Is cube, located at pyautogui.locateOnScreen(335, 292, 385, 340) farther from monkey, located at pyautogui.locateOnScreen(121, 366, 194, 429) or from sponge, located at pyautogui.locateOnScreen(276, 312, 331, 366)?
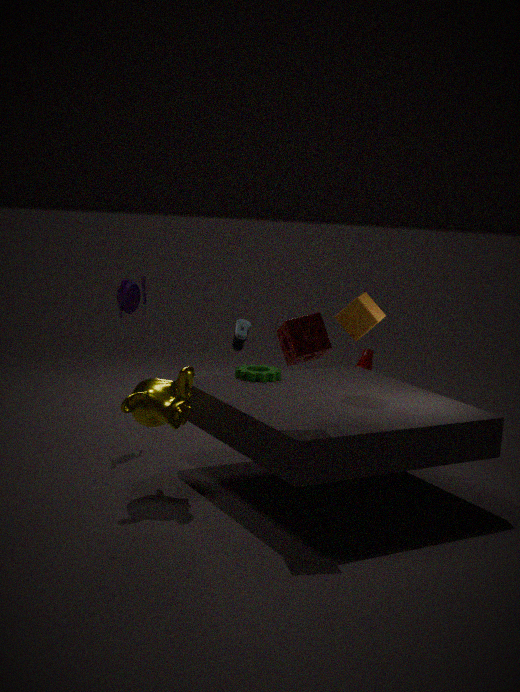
monkey, located at pyautogui.locateOnScreen(121, 366, 194, 429)
